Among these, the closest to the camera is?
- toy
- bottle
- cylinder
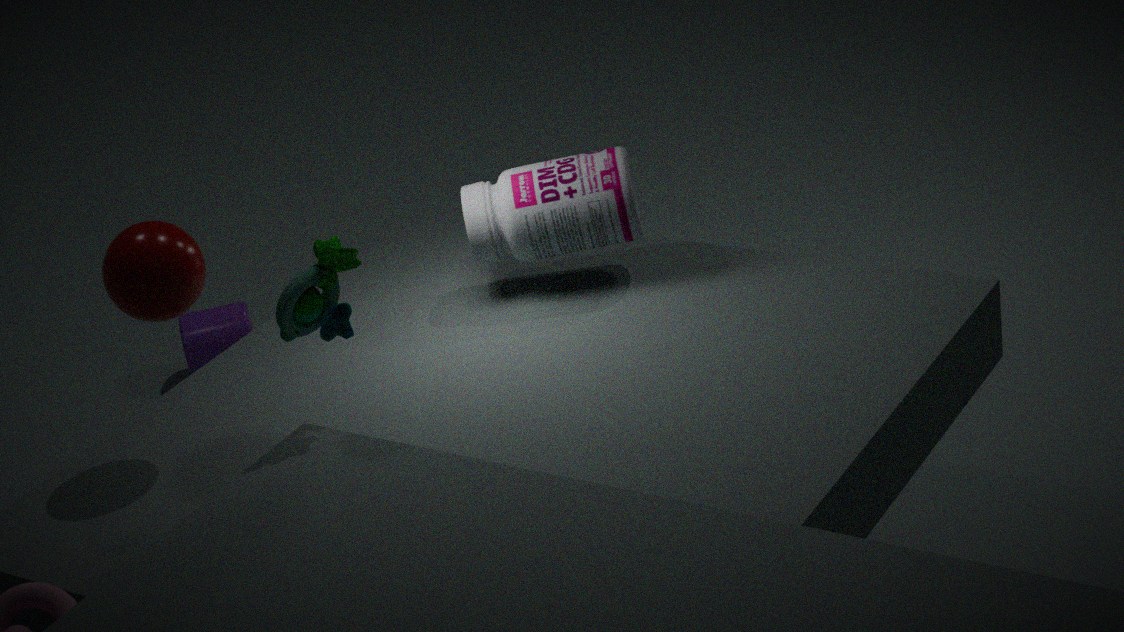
toy
